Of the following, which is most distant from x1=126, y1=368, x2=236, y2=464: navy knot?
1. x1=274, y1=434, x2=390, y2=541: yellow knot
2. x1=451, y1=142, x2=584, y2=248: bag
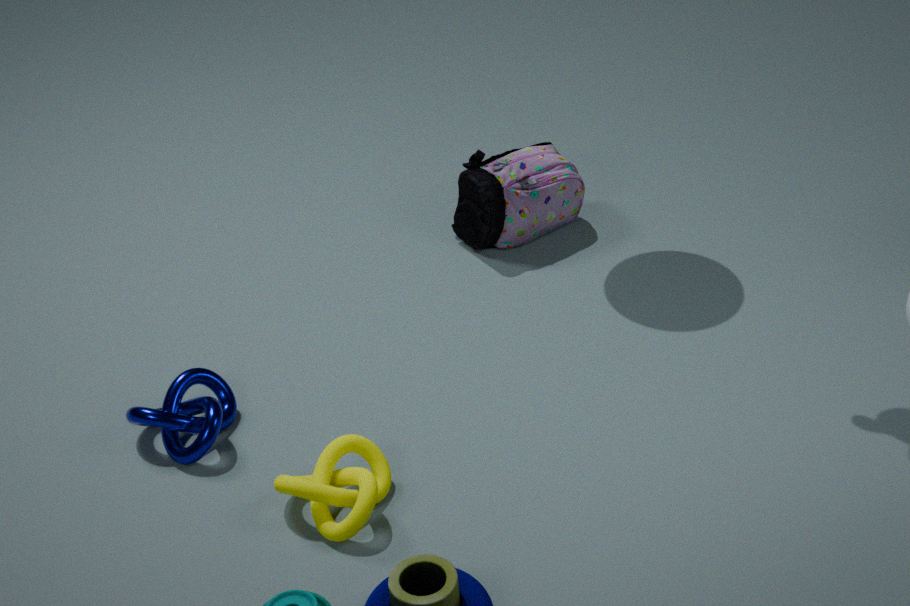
x1=451, y1=142, x2=584, y2=248: bag
